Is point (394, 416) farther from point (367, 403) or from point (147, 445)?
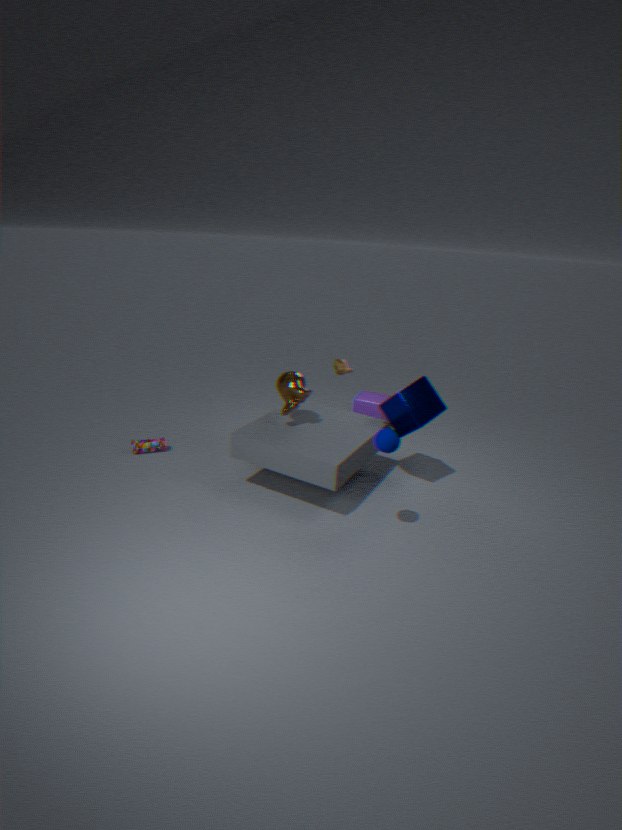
point (147, 445)
